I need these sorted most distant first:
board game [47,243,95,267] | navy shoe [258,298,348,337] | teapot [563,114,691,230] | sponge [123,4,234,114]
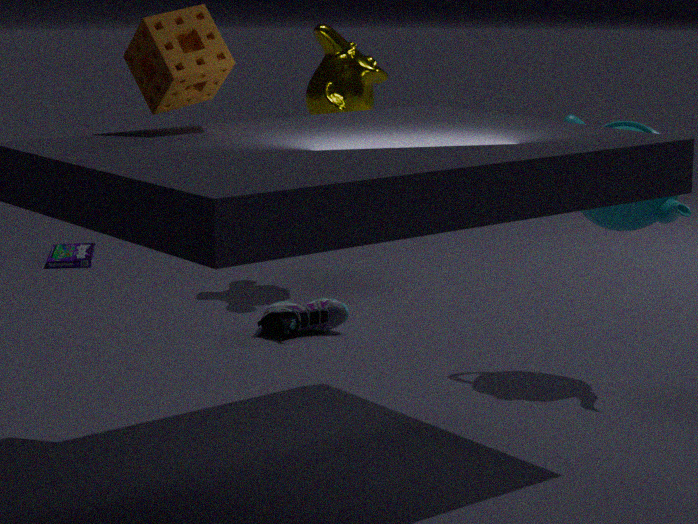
1. board game [47,243,95,267]
2. navy shoe [258,298,348,337]
3. teapot [563,114,691,230]
4. sponge [123,4,234,114]
